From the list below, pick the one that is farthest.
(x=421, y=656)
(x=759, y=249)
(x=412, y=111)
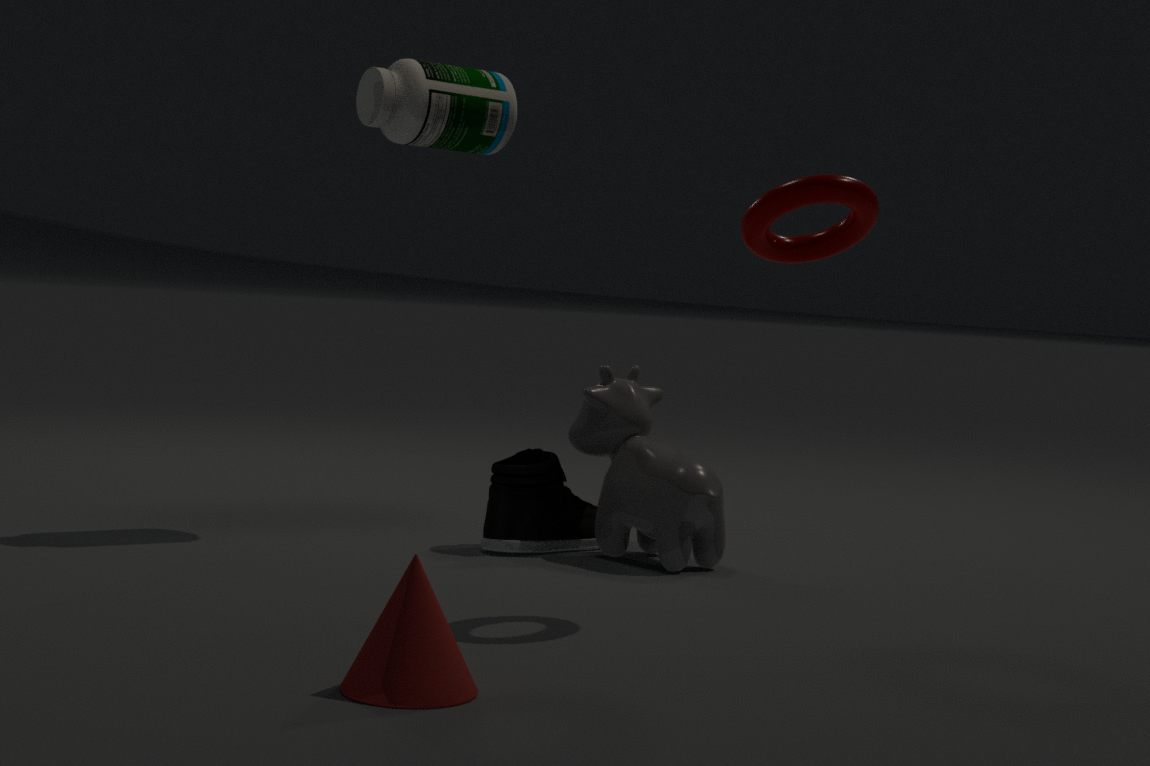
(x=412, y=111)
